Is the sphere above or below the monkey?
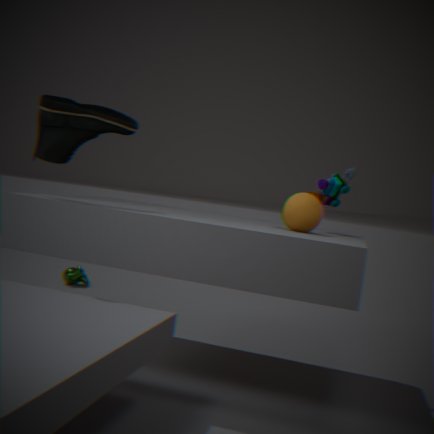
→ above
